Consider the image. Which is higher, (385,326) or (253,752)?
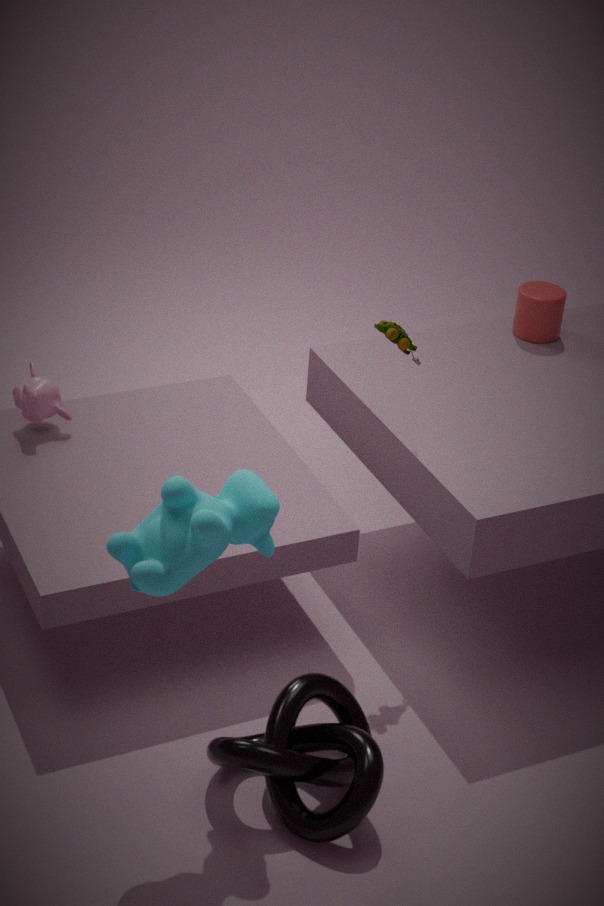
(385,326)
